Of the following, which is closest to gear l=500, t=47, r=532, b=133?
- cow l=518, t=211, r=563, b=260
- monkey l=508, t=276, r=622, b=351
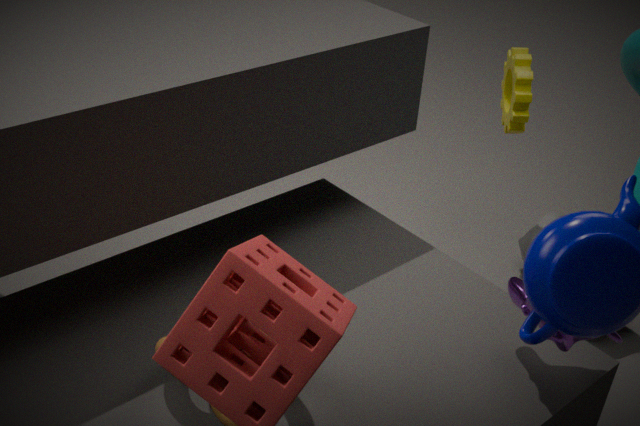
cow l=518, t=211, r=563, b=260
